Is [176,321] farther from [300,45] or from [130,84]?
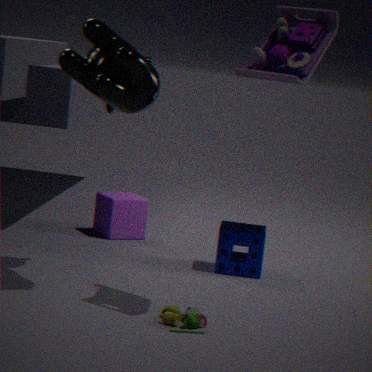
[300,45]
